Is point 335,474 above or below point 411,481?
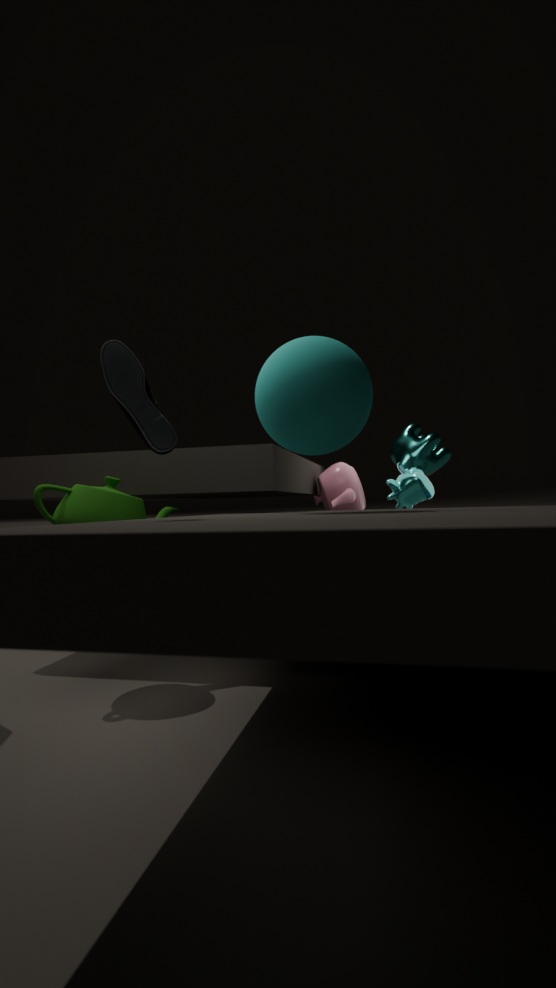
below
